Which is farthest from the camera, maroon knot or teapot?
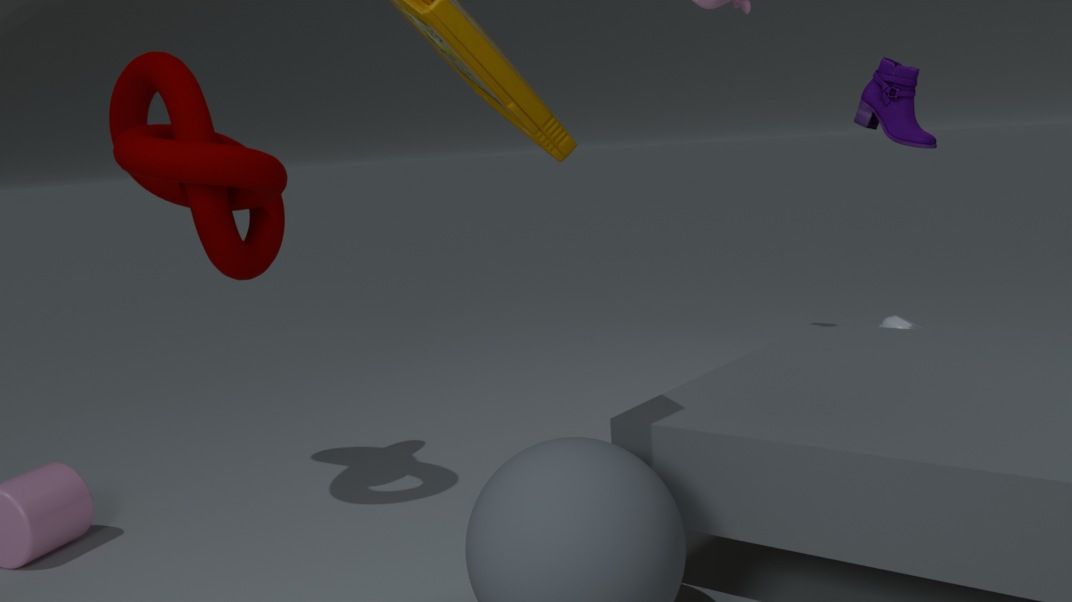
teapot
